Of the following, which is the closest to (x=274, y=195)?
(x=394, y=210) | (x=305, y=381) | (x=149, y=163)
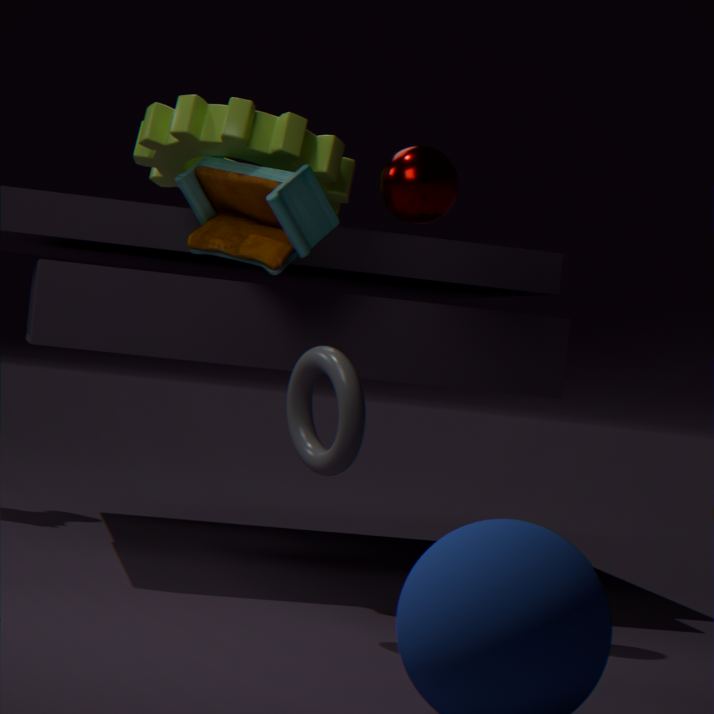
(x=149, y=163)
